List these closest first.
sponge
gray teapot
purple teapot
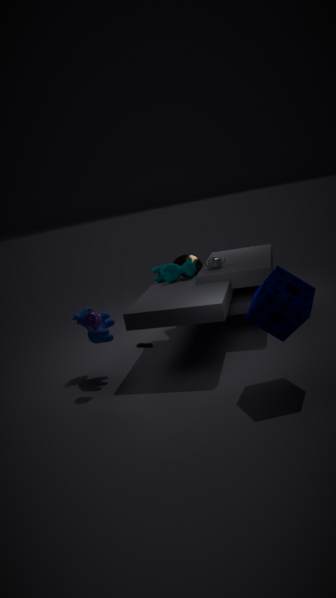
sponge, purple teapot, gray teapot
